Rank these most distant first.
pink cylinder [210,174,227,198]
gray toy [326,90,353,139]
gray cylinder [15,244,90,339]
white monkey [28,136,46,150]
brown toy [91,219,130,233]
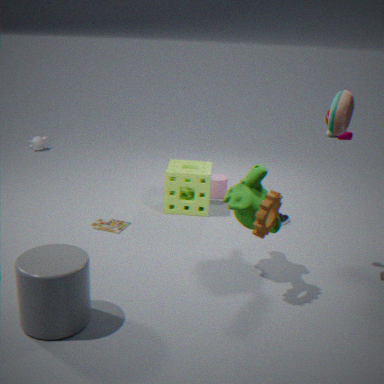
1. white monkey [28,136,46,150]
2. pink cylinder [210,174,227,198]
3. brown toy [91,219,130,233]
4. gray toy [326,90,353,139]
5. gray cylinder [15,244,90,339]
